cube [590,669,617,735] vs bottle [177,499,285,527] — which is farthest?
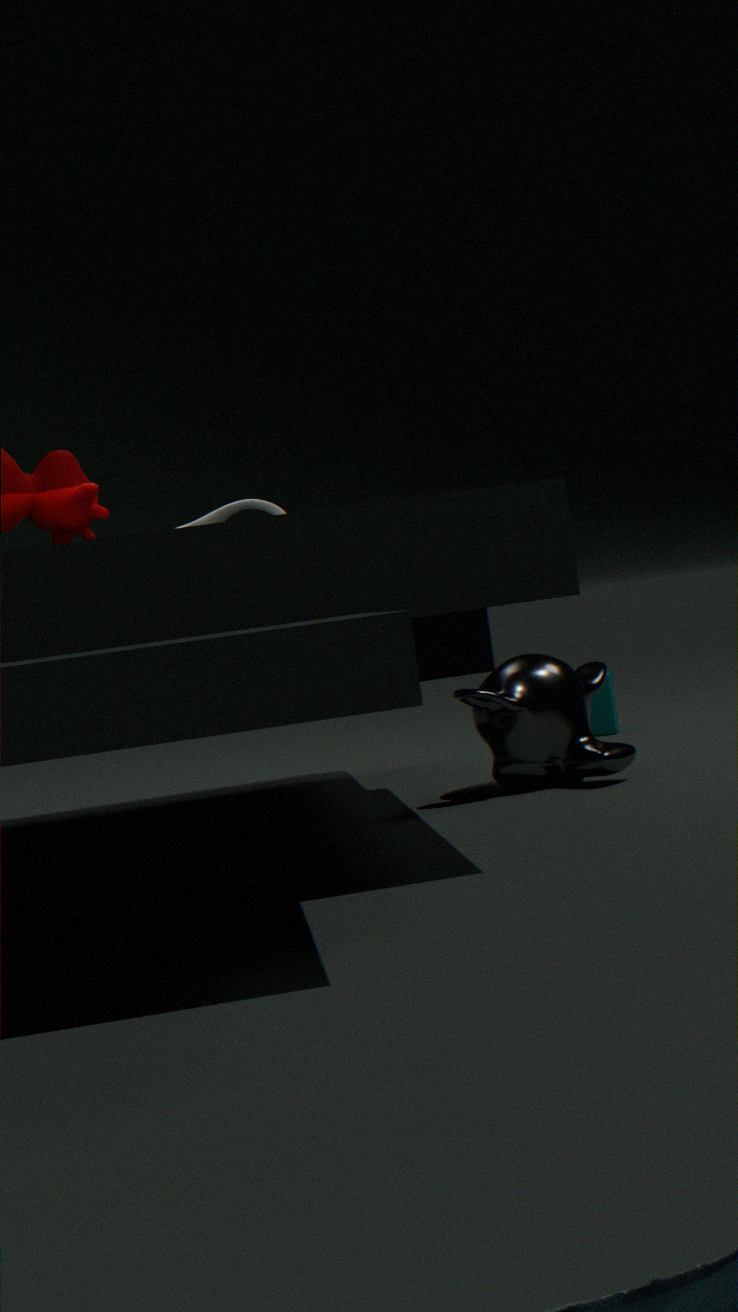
cube [590,669,617,735]
